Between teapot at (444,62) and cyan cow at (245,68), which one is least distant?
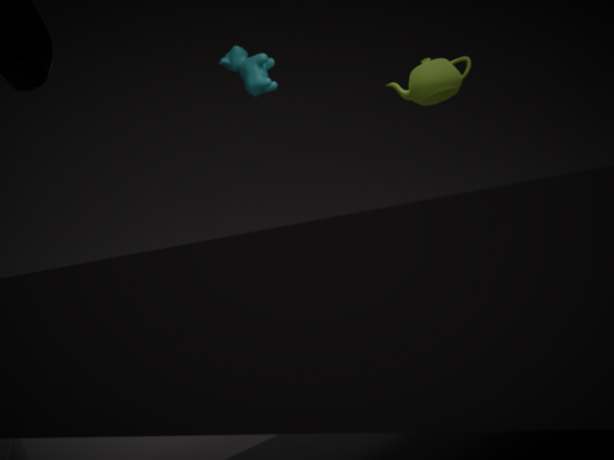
teapot at (444,62)
